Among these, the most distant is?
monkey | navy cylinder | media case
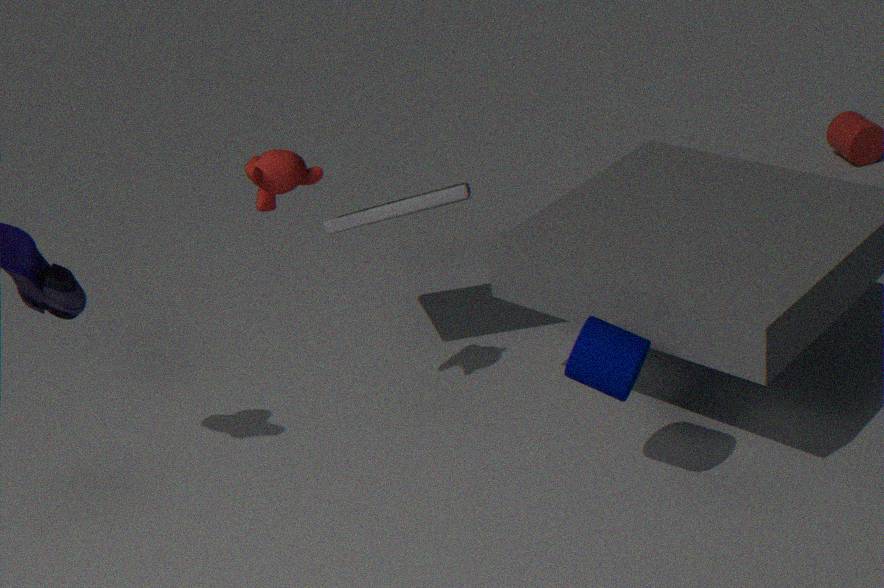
media case
